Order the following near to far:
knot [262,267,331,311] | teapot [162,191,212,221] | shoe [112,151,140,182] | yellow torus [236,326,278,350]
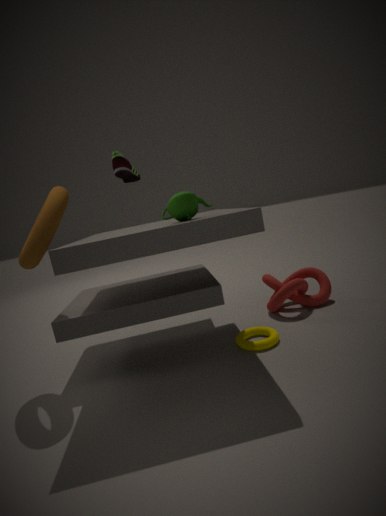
shoe [112,151,140,182] < teapot [162,191,212,221] < yellow torus [236,326,278,350] < knot [262,267,331,311]
